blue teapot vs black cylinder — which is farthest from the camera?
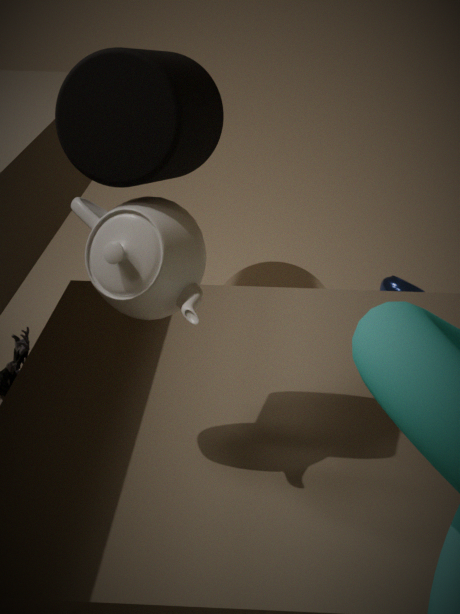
blue teapot
